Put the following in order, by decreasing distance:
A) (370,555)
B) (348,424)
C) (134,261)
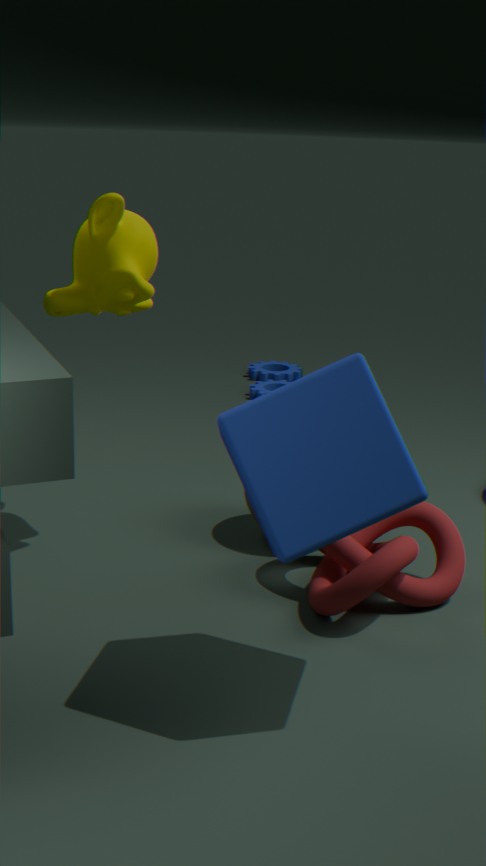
(134,261), (370,555), (348,424)
